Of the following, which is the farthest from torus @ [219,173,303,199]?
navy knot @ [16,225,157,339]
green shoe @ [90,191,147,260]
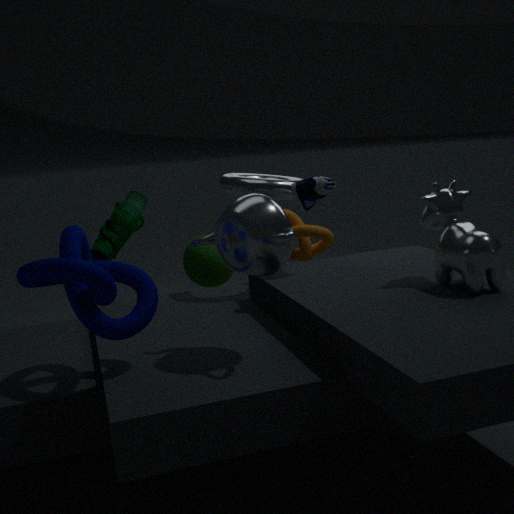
navy knot @ [16,225,157,339]
